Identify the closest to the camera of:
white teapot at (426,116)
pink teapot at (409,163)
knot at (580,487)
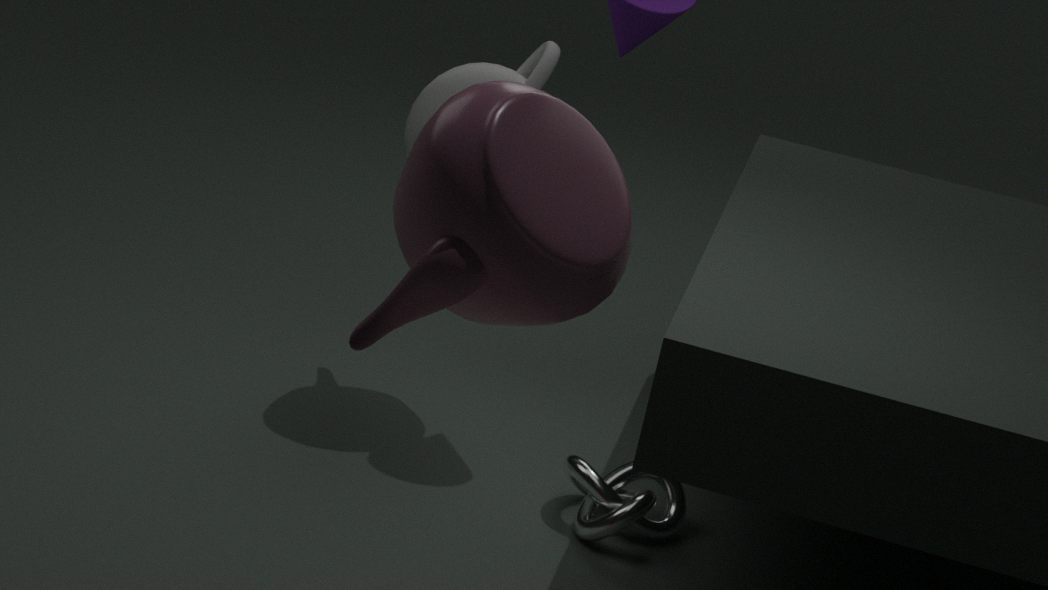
pink teapot at (409,163)
